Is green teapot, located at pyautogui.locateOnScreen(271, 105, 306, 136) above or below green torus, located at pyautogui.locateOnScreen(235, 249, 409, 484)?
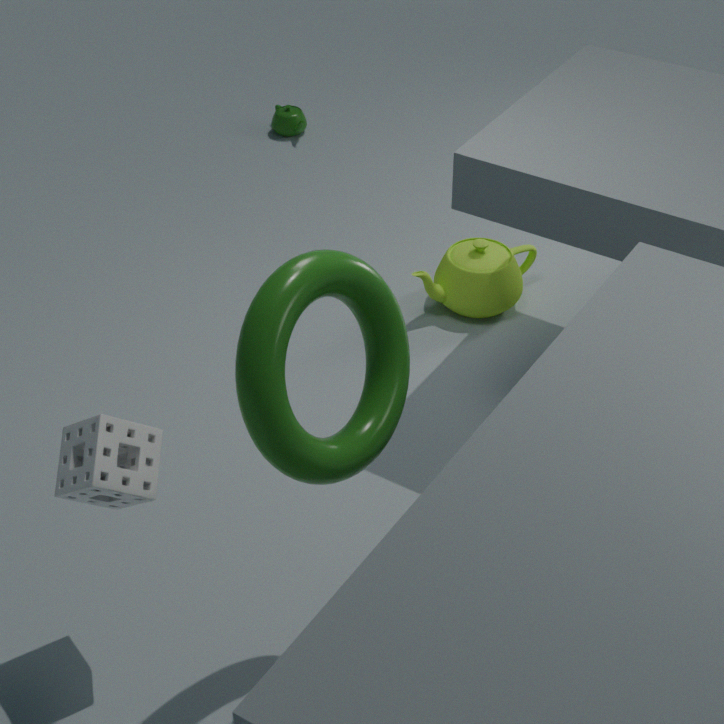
below
